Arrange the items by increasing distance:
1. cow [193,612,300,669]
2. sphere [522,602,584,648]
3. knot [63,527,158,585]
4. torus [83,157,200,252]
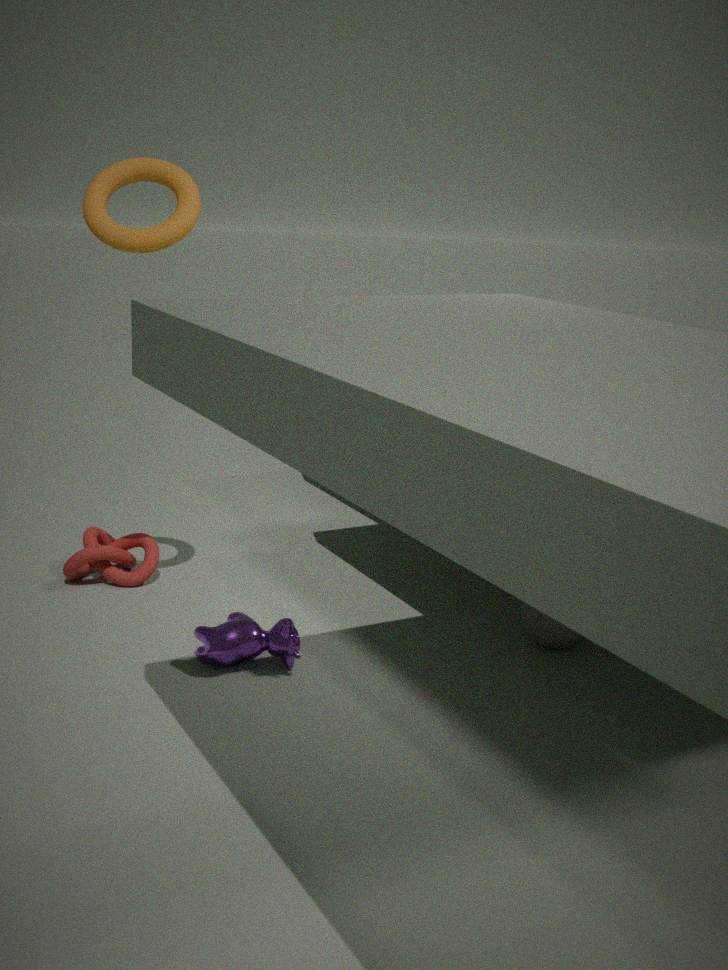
torus [83,157,200,252]
cow [193,612,300,669]
sphere [522,602,584,648]
knot [63,527,158,585]
